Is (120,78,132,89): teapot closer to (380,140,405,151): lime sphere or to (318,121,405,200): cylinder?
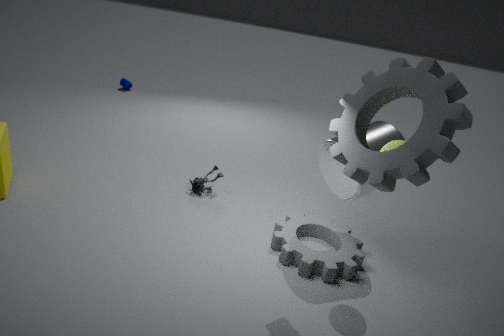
(318,121,405,200): cylinder
